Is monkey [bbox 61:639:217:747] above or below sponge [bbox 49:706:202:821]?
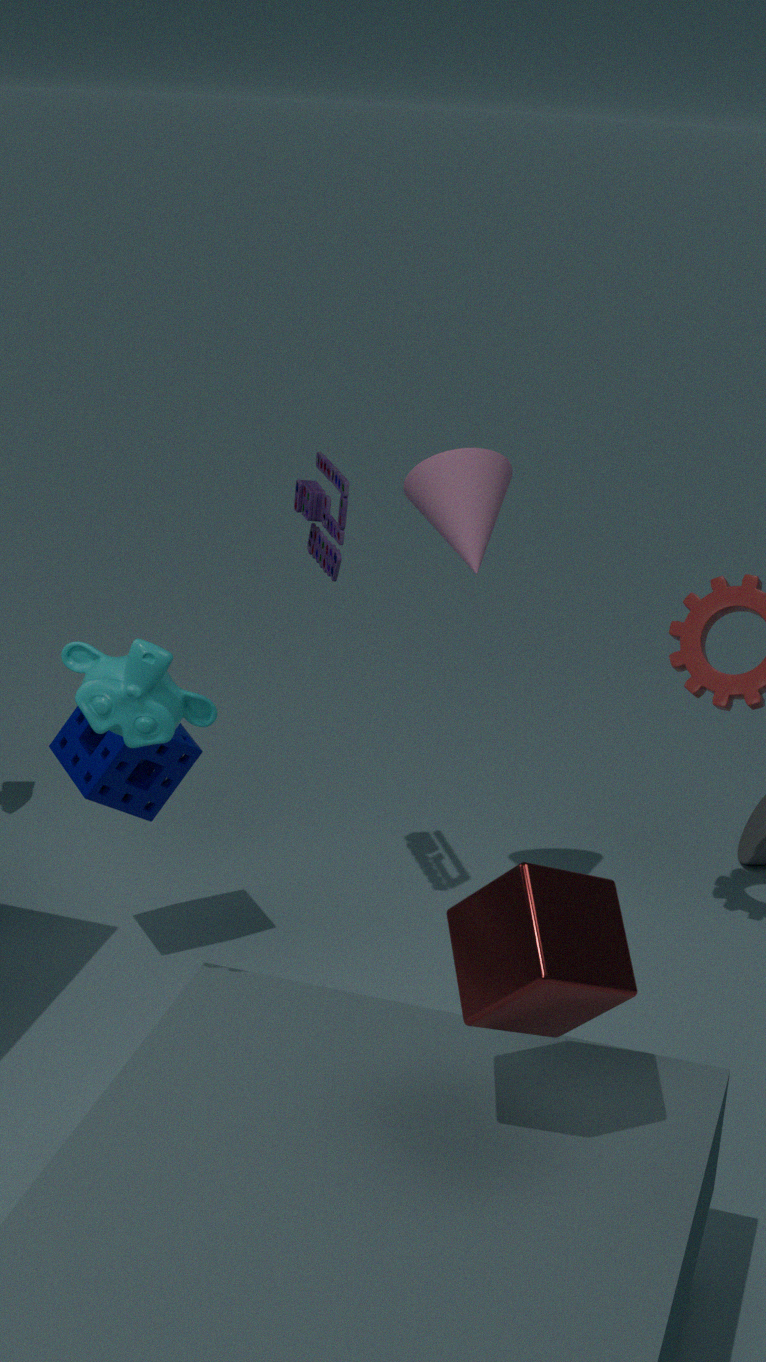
above
